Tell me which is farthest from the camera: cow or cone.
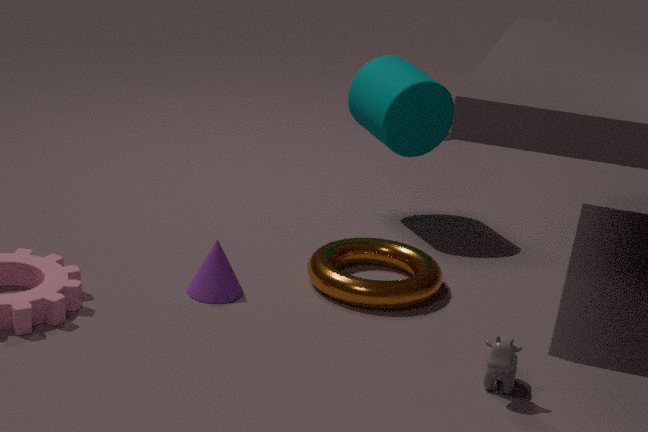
→ cone
